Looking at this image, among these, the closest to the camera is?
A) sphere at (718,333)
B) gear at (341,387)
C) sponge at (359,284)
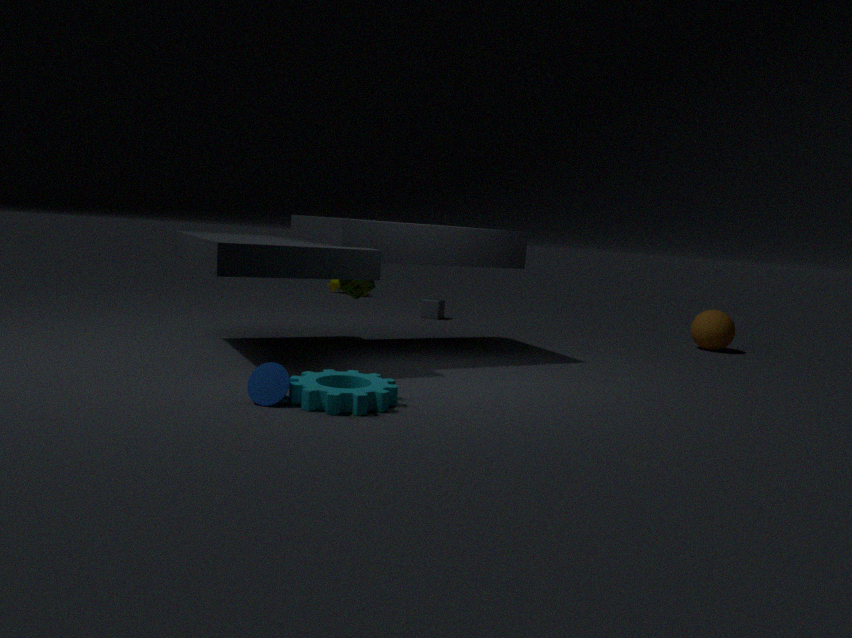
B. gear at (341,387)
